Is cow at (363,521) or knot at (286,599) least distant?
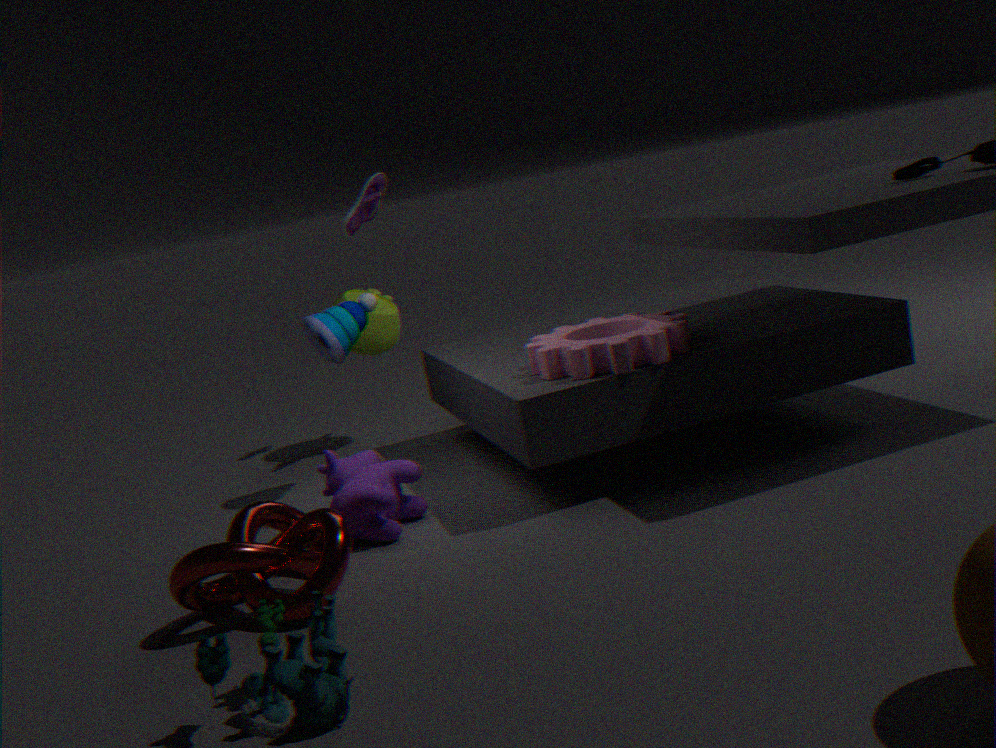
knot at (286,599)
